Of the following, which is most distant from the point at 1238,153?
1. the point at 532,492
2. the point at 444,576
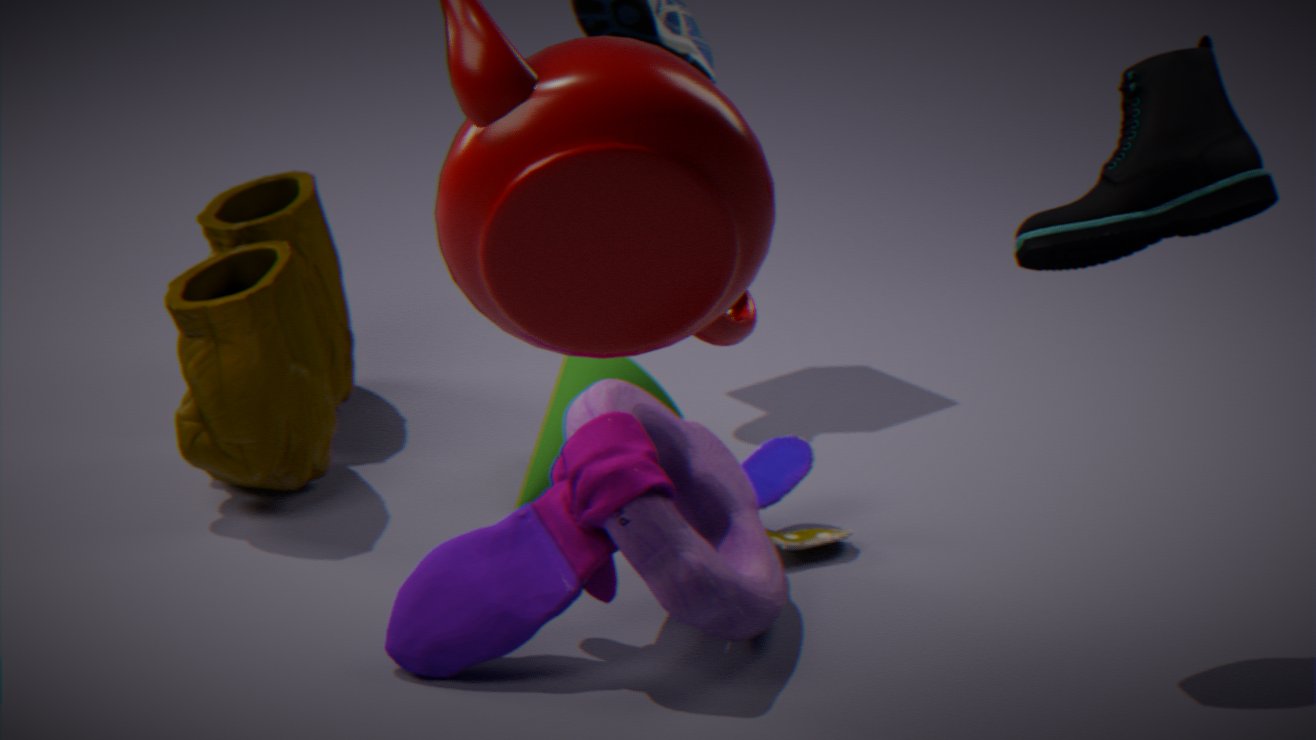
the point at 532,492
